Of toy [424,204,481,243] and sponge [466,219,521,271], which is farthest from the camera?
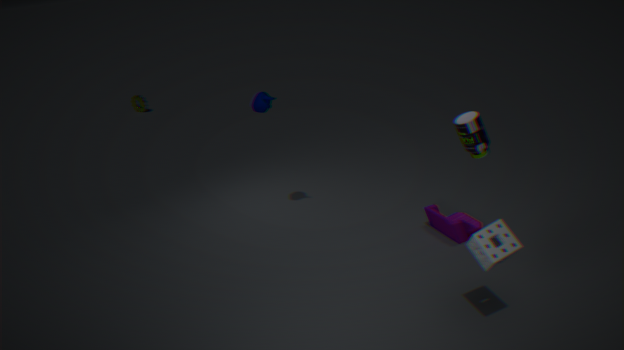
toy [424,204,481,243]
